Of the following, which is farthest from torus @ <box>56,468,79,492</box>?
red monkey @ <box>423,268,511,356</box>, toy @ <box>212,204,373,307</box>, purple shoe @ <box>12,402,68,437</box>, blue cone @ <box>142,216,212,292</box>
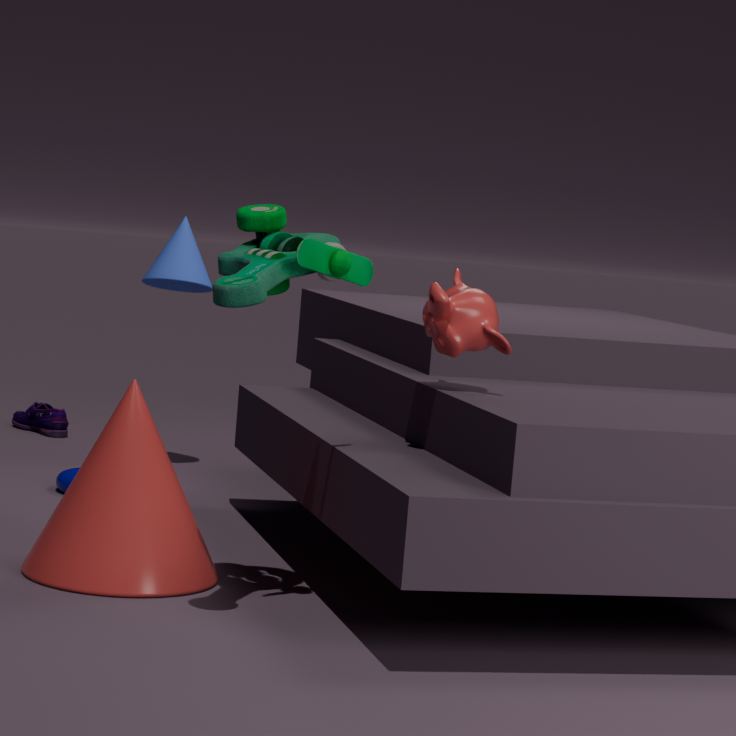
red monkey @ <box>423,268,511,356</box>
